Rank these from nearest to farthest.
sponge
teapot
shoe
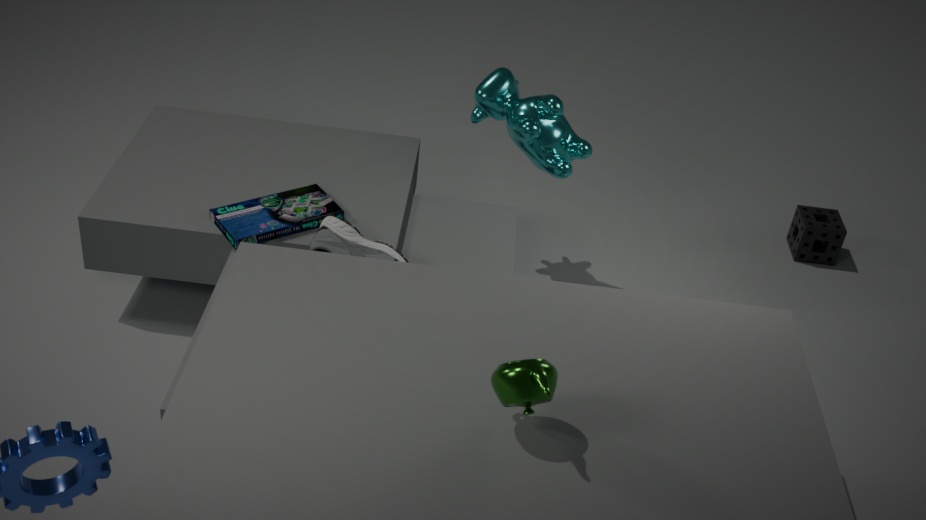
teapot → shoe → sponge
